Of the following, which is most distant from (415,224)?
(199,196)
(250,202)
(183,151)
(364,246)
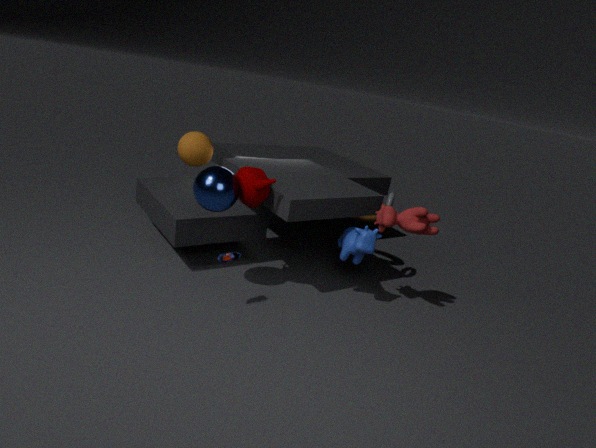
(183,151)
